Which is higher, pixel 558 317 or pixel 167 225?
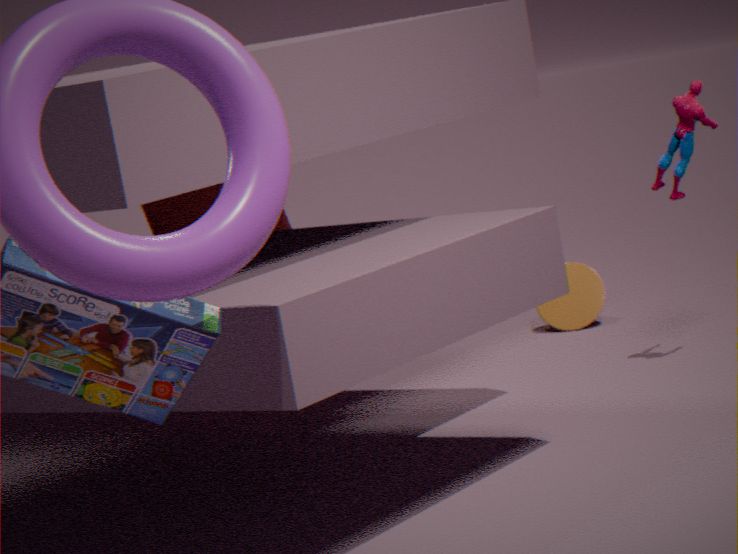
pixel 167 225
